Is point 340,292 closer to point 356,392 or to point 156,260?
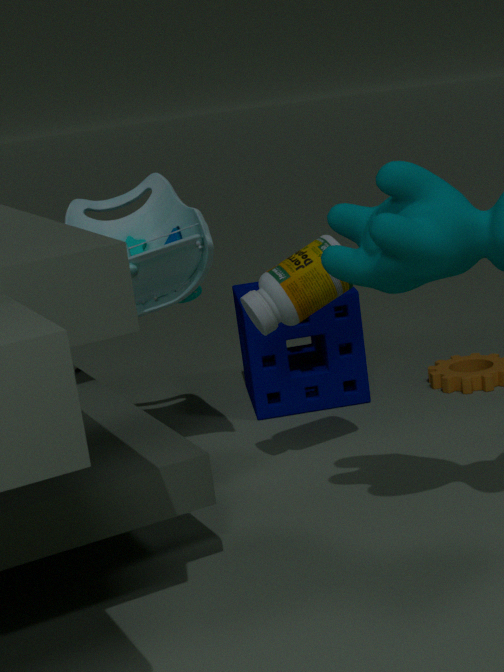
point 156,260
